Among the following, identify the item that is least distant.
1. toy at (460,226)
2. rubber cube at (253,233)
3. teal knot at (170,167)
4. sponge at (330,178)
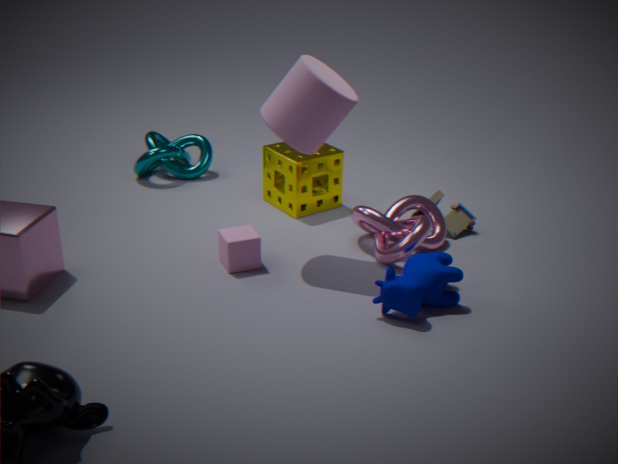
rubber cube at (253,233)
